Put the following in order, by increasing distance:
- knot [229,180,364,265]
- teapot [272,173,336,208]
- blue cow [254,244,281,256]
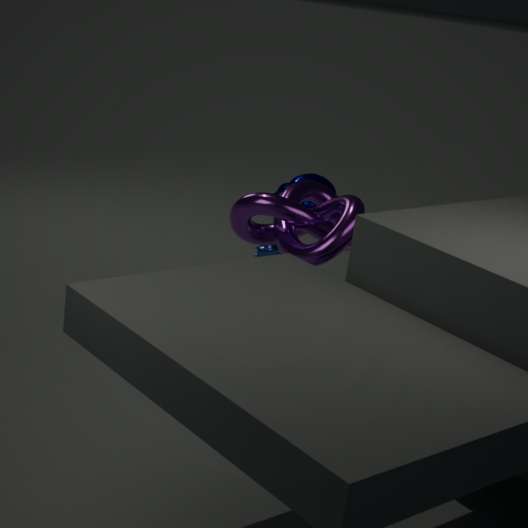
knot [229,180,364,265]
blue cow [254,244,281,256]
teapot [272,173,336,208]
